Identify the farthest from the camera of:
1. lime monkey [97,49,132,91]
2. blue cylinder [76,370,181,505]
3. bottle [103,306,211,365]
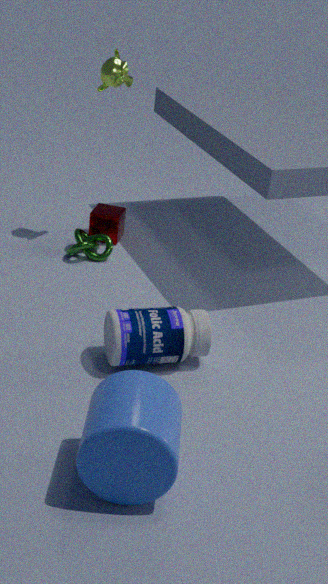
lime monkey [97,49,132,91]
